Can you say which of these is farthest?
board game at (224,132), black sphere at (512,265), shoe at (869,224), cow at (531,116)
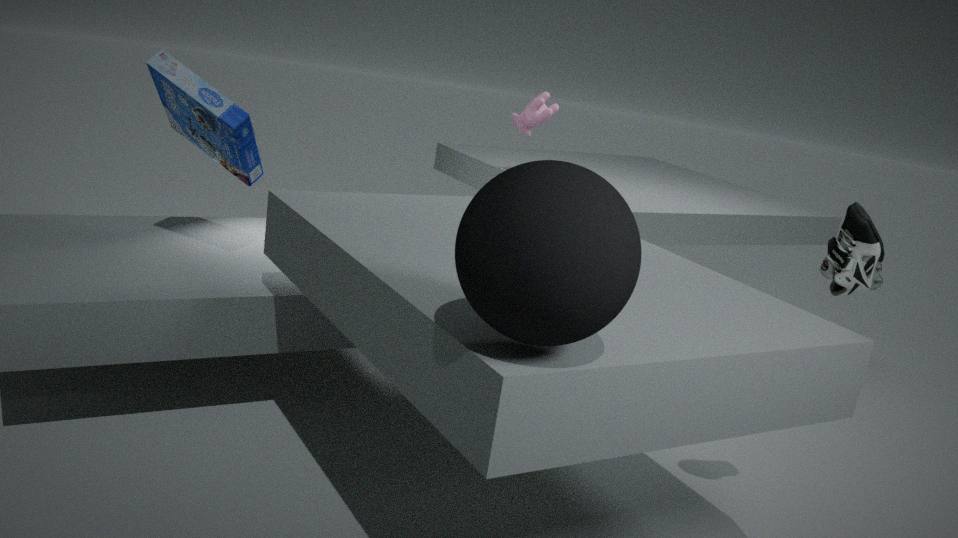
cow at (531,116)
